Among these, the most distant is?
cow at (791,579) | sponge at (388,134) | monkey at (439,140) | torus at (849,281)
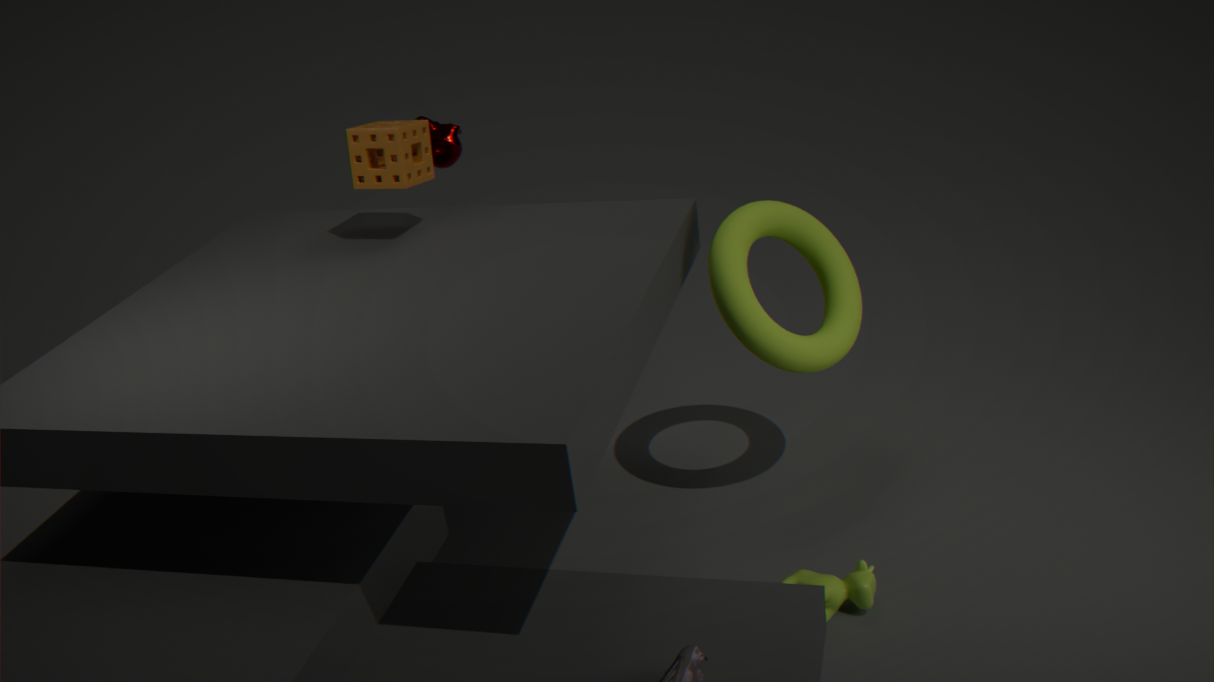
monkey at (439,140)
